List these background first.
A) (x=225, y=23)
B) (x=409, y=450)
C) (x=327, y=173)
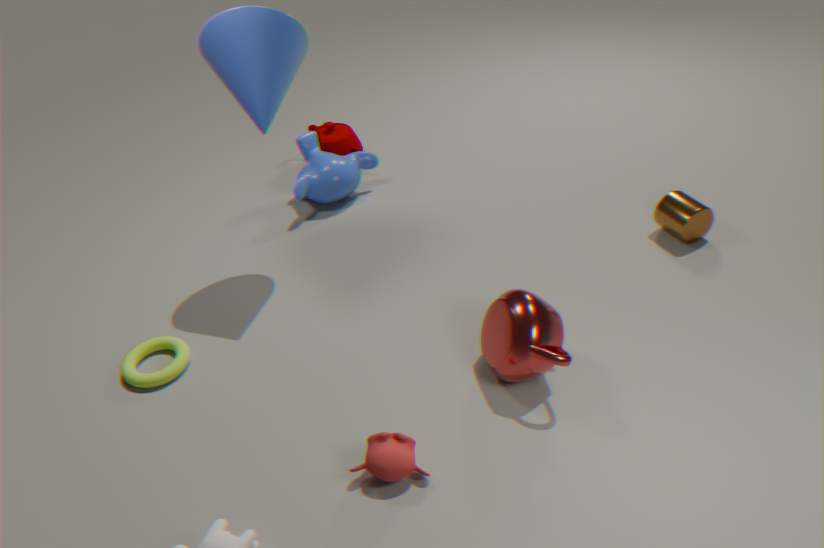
(x=327, y=173), (x=225, y=23), (x=409, y=450)
